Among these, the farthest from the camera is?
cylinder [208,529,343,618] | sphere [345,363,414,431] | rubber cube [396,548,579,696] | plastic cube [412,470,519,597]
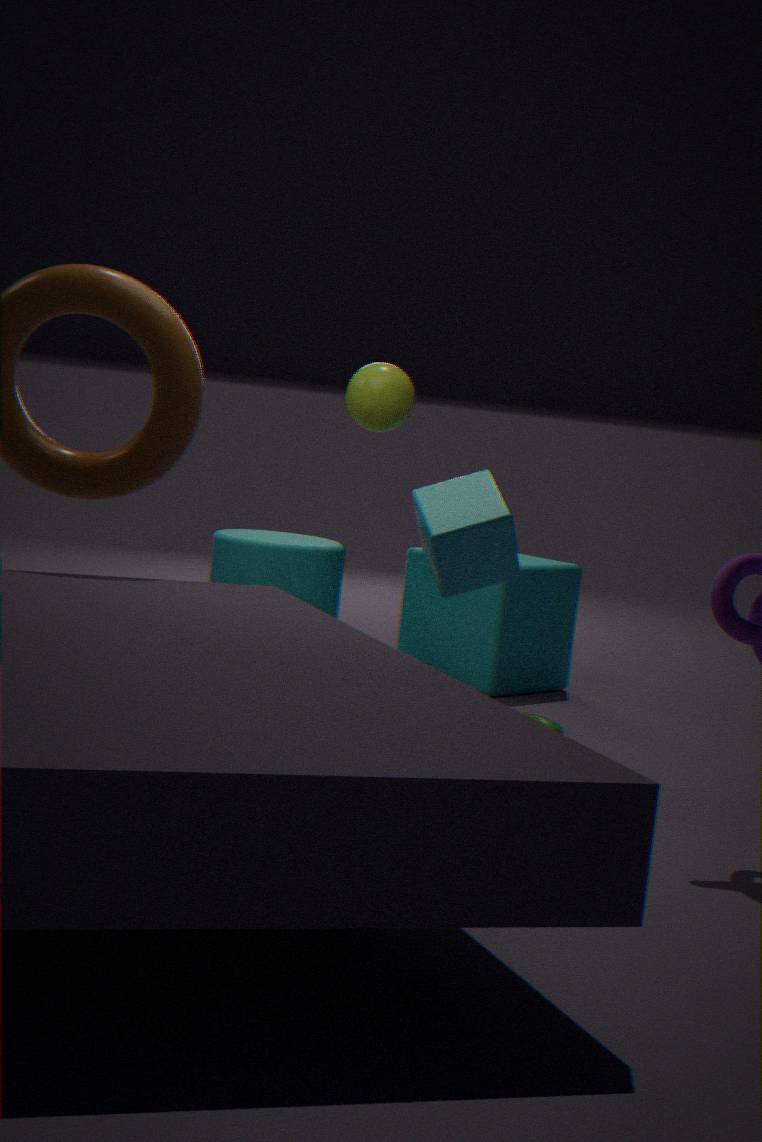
rubber cube [396,548,579,696]
